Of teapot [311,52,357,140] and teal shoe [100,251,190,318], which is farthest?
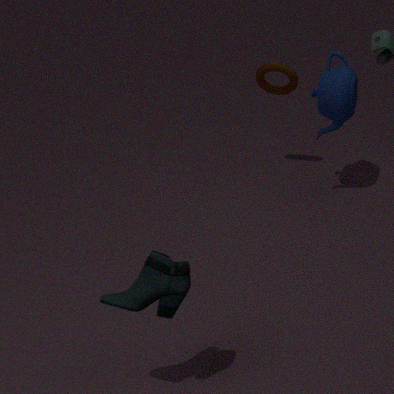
teapot [311,52,357,140]
